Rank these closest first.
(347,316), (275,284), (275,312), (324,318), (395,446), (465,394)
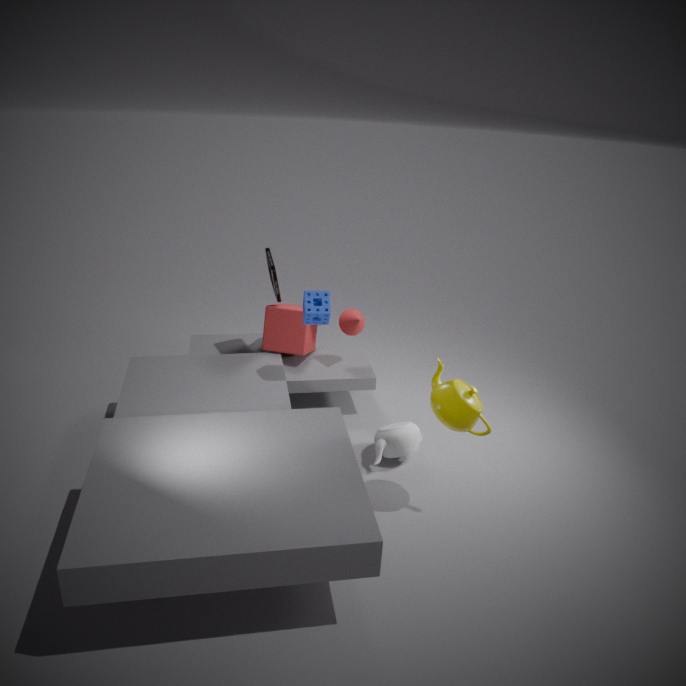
(465,394), (395,446), (324,318), (275,284), (347,316), (275,312)
